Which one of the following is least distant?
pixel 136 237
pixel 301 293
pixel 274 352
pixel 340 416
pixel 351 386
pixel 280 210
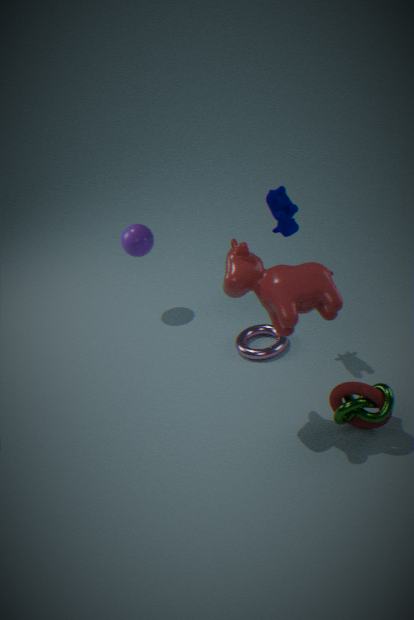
pixel 301 293
